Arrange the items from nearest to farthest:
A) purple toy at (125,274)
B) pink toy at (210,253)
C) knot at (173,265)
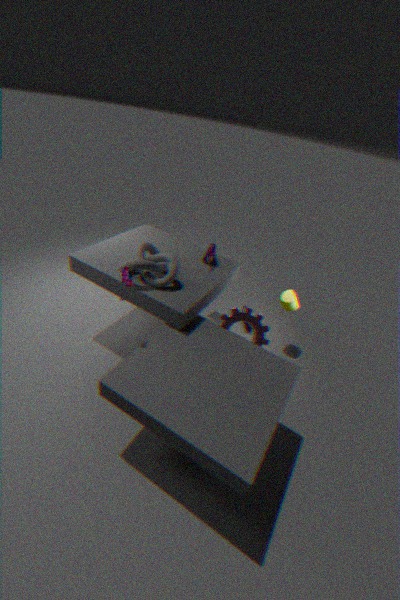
purple toy at (125,274) < knot at (173,265) < pink toy at (210,253)
